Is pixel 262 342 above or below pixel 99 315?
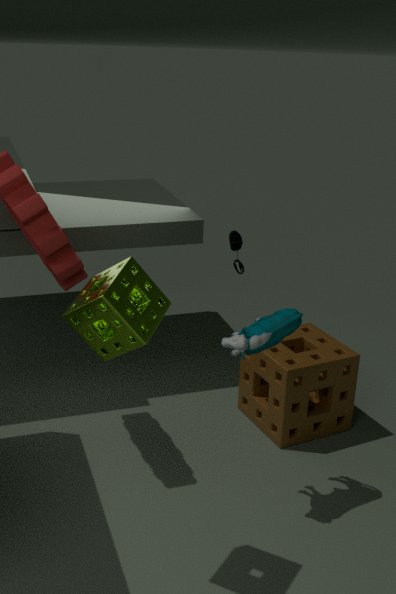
below
